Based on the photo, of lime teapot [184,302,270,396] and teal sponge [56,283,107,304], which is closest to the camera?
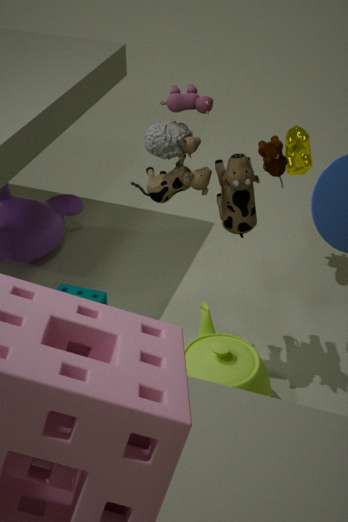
lime teapot [184,302,270,396]
